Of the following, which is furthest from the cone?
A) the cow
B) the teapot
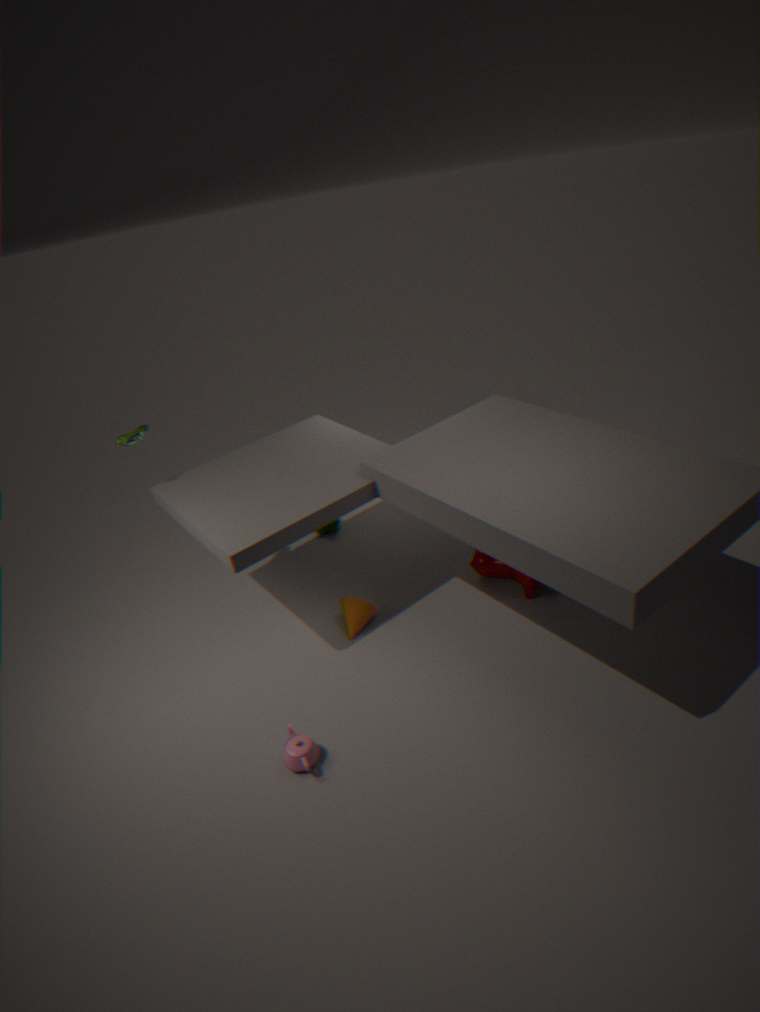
the teapot
